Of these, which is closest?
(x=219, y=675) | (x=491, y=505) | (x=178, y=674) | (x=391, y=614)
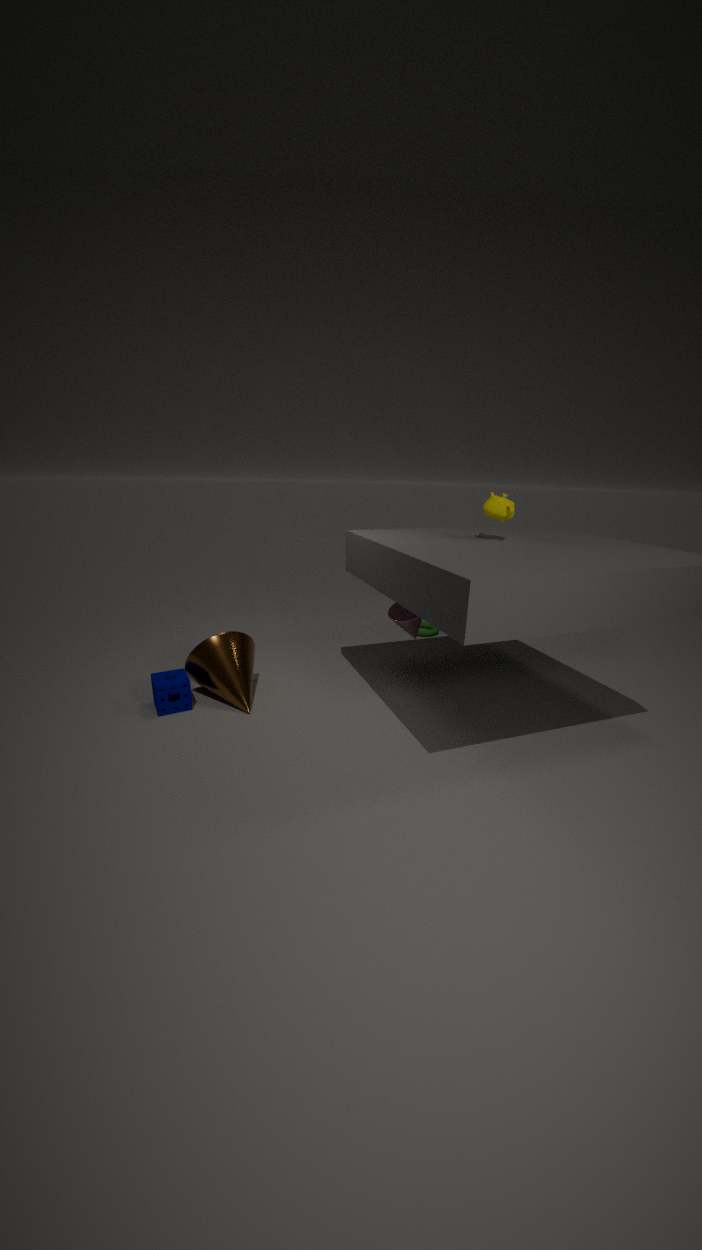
(x=491, y=505)
